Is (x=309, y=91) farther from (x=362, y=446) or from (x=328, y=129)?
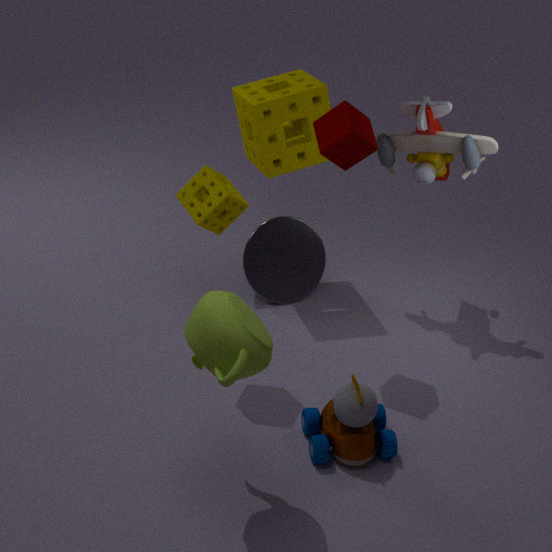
(x=362, y=446)
